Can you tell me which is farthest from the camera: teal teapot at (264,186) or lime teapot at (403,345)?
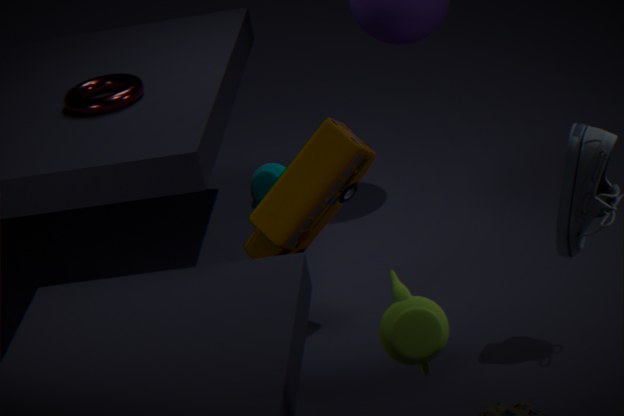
teal teapot at (264,186)
